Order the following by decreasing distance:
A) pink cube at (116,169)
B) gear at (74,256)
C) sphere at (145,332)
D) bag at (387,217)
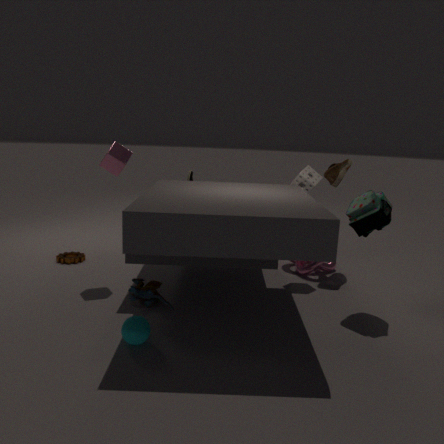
1. gear at (74,256)
2. pink cube at (116,169)
3. bag at (387,217)
4. sphere at (145,332)
